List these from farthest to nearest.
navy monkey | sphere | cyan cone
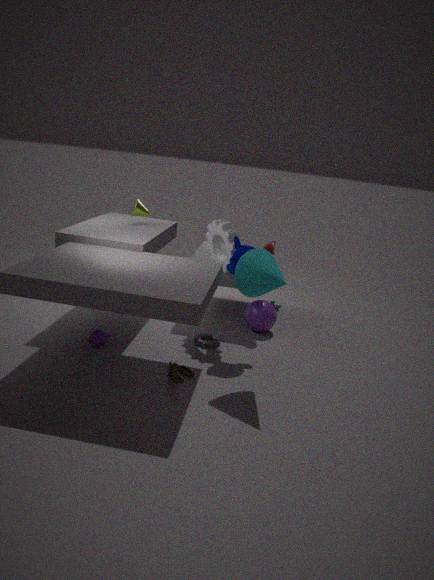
sphere < navy monkey < cyan cone
